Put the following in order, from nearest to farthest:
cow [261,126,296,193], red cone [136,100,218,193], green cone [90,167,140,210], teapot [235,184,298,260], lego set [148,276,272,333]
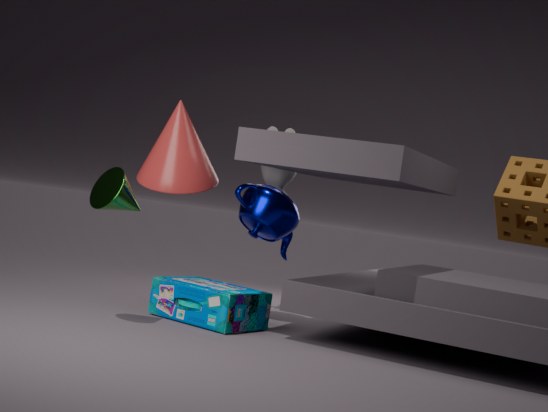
1. green cone [90,167,140,210]
2. lego set [148,276,272,333]
3. red cone [136,100,218,193]
4. teapot [235,184,298,260]
5. cow [261,126,296,193]
